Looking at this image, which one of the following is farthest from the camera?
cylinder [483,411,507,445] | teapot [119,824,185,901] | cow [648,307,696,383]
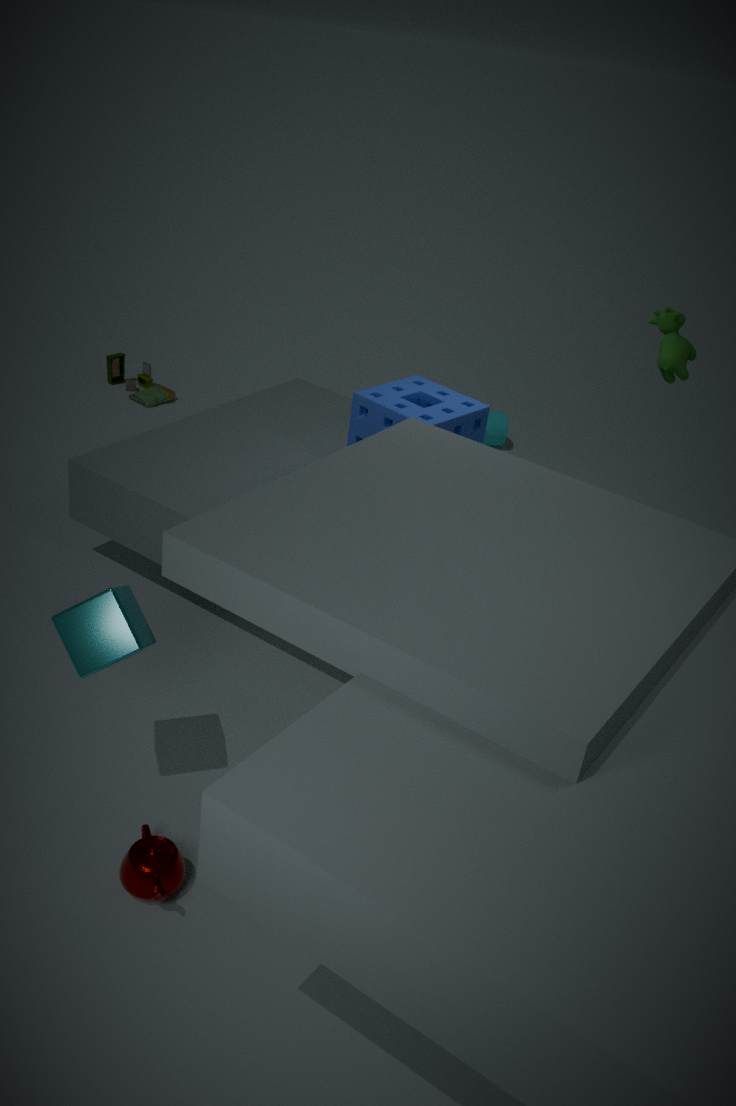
cylinder [483,411,507,445]
